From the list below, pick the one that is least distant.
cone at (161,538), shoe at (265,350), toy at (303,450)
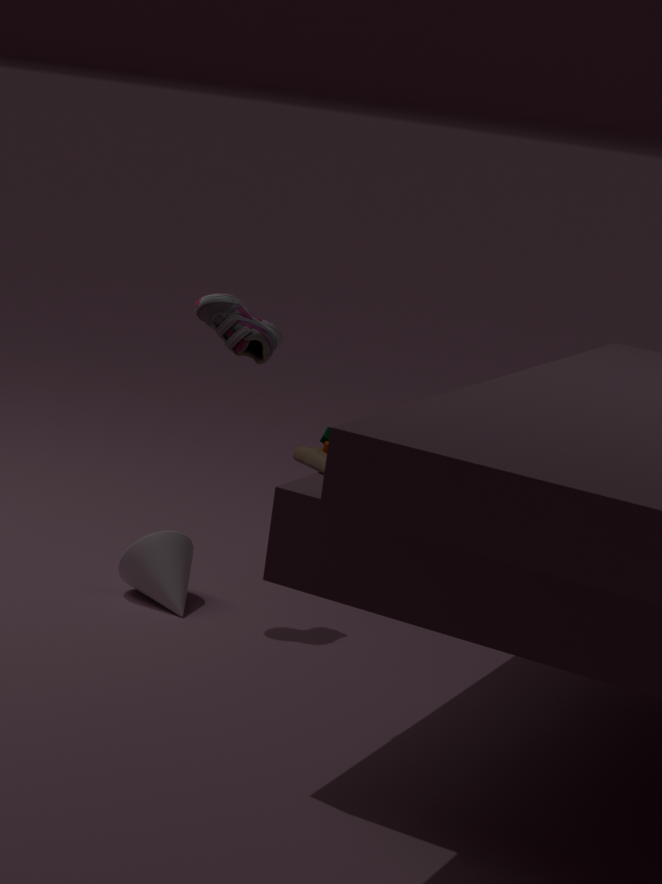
toy at (303,450)
